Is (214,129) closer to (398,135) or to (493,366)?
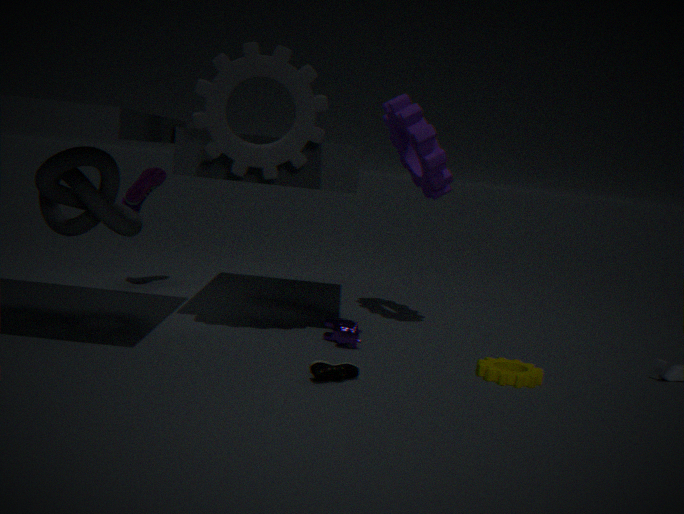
(398,135)
